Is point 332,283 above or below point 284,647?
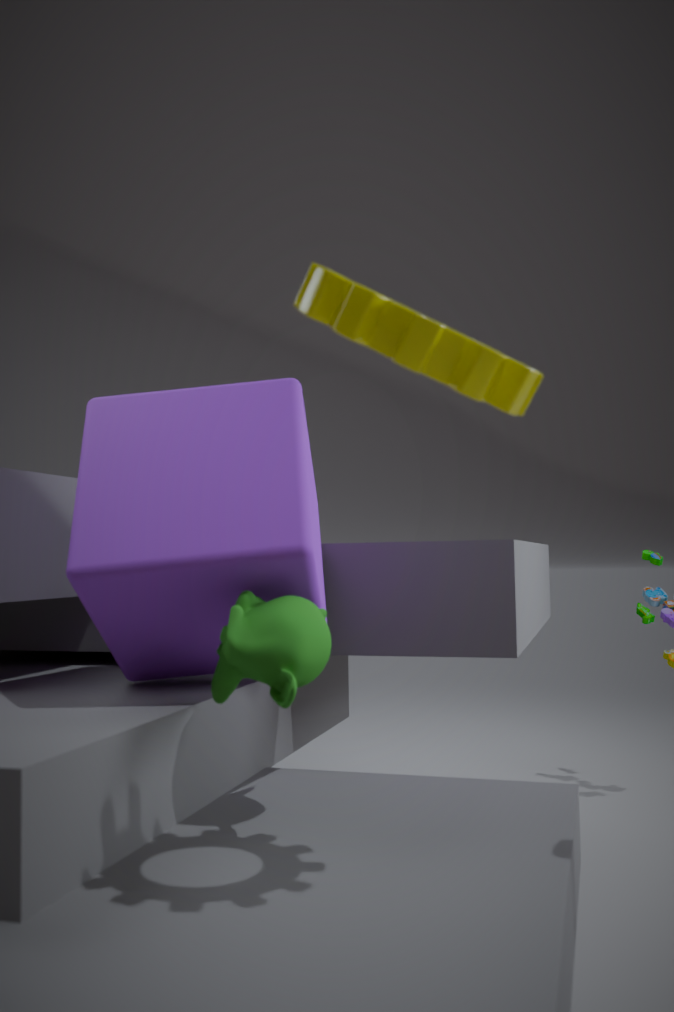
above
